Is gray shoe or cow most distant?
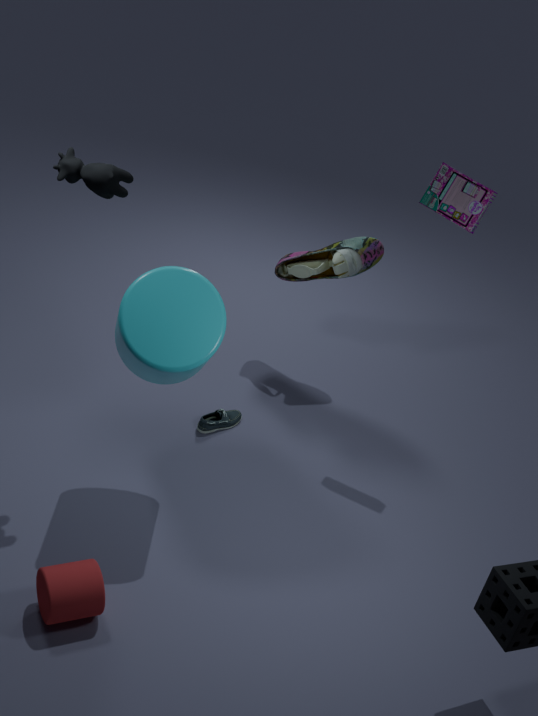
gray shoe
